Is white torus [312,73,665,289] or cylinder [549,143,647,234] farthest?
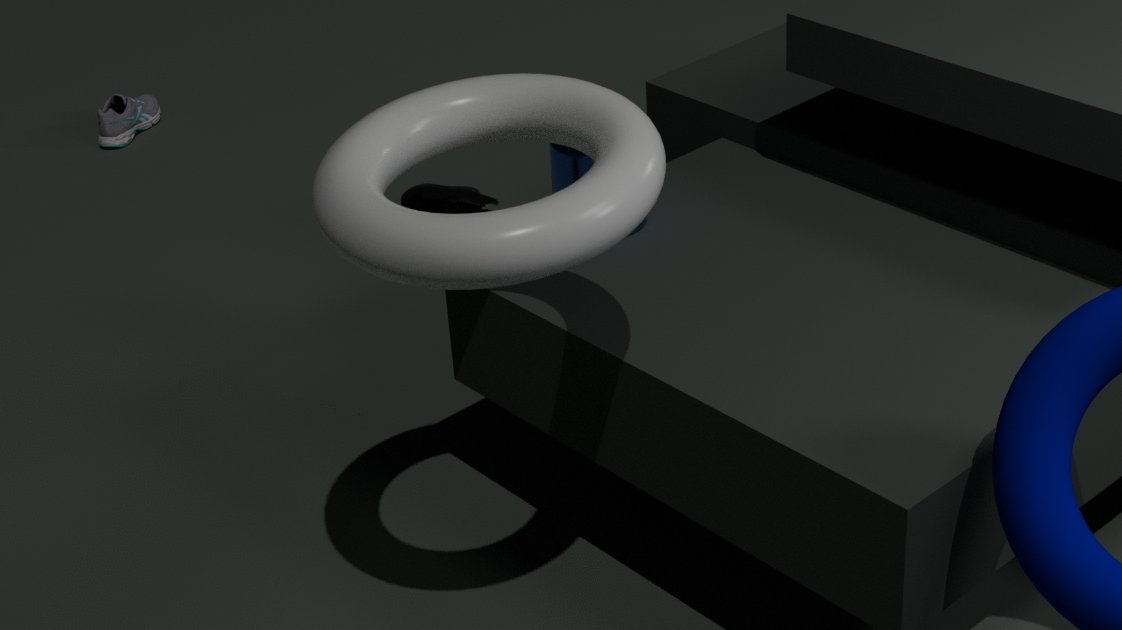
cylinder [549,143,647,234]
